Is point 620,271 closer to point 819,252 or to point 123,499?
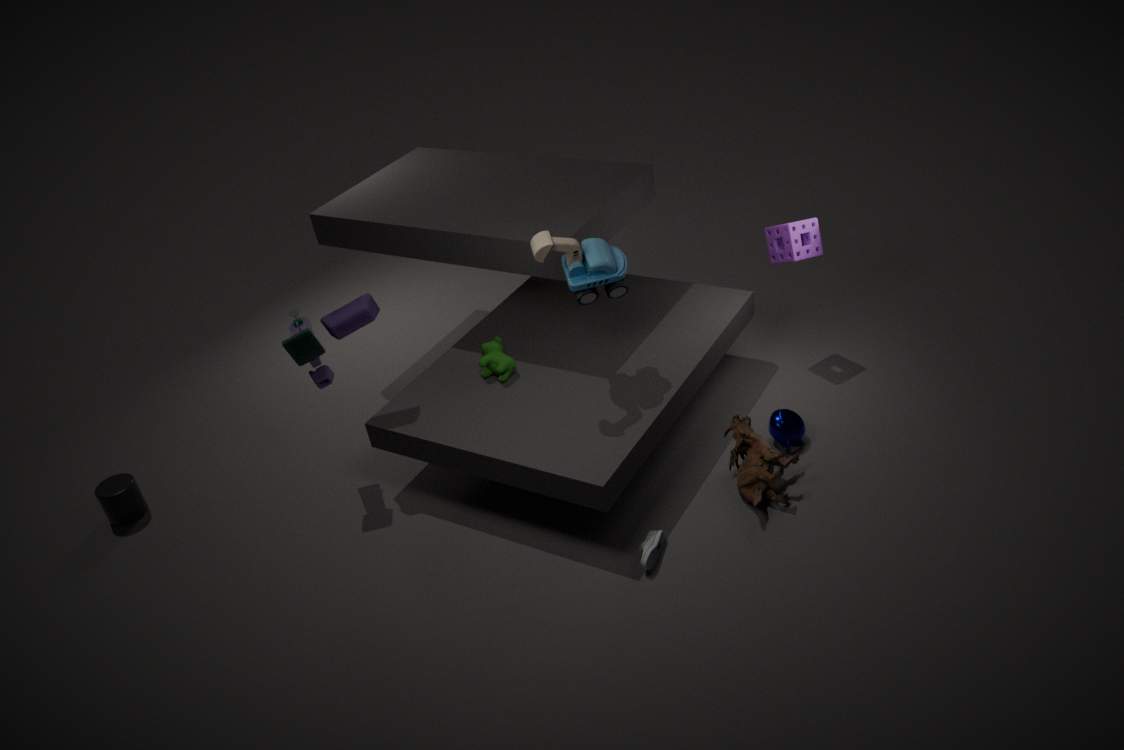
point 819,252
